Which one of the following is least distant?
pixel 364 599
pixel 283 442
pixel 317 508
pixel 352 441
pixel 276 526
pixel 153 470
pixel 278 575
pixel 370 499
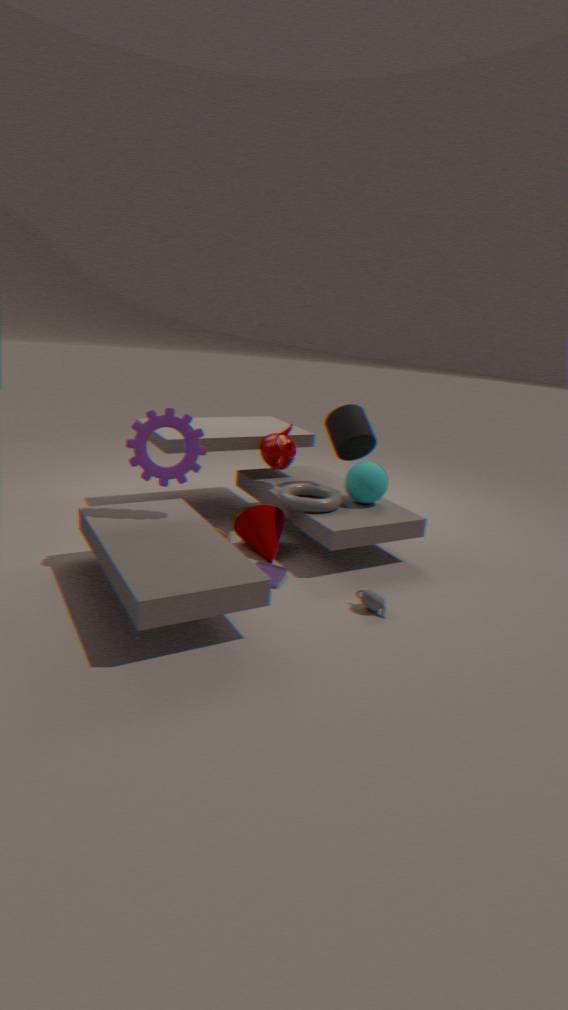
pixel 364 599
